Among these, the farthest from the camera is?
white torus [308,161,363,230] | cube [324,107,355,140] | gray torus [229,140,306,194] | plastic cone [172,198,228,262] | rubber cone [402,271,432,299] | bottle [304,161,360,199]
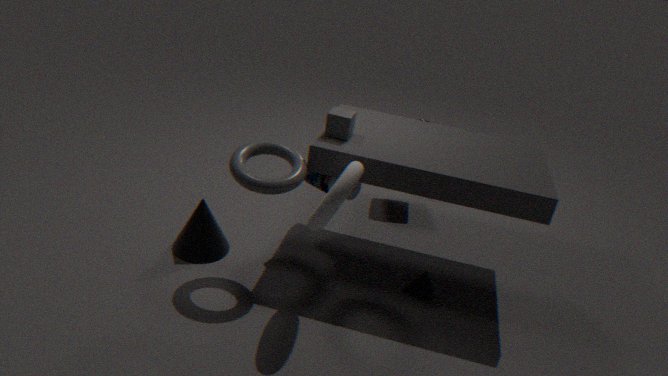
bottle [304,161,360,199]
